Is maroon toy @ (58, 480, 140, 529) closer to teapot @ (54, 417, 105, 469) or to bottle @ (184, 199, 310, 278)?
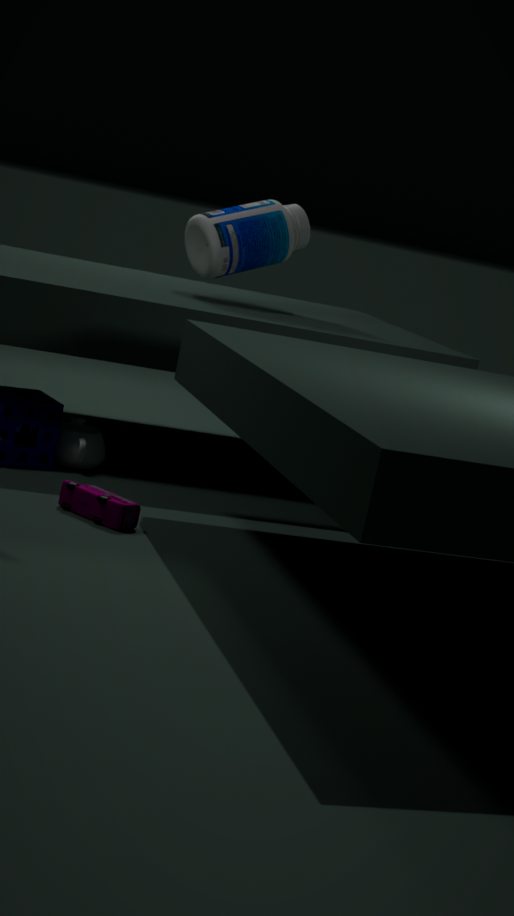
teapot @ (54, 417, 105, 469)
